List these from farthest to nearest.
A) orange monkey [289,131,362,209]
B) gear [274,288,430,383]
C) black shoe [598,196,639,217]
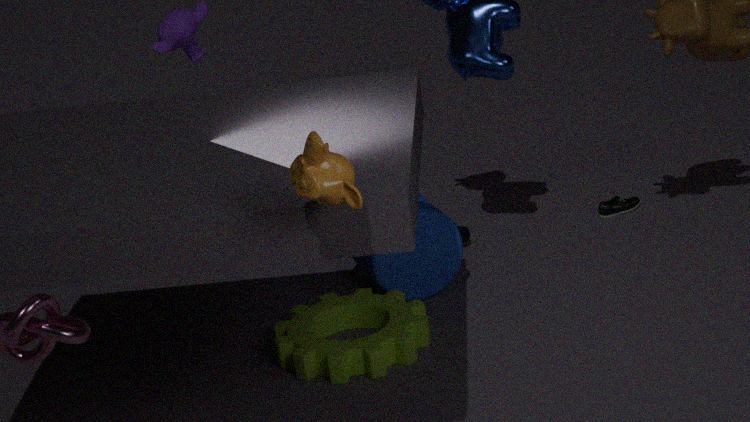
black shoe [598,196,639,217]
gear [274,288,430,383]
orange monkey [289,131,362,209]
